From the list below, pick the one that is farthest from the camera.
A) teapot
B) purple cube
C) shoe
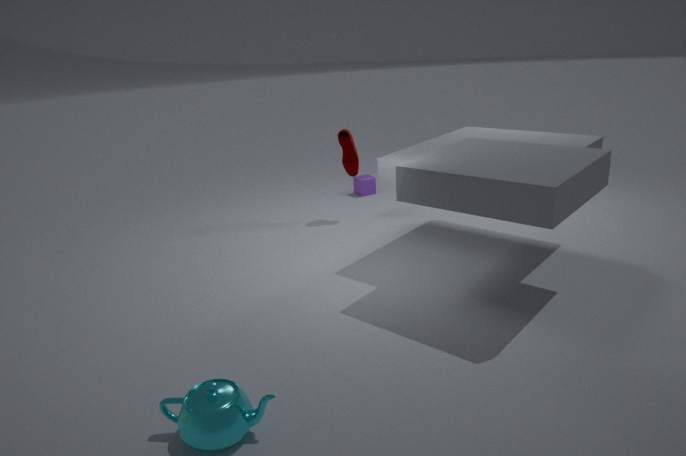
purple cube
